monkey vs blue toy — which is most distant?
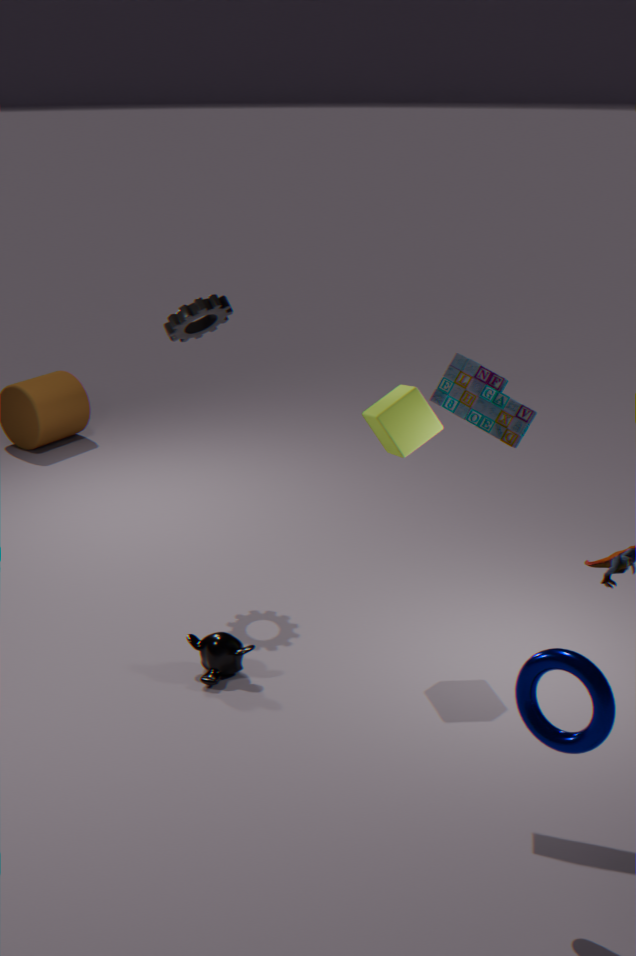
monkey
